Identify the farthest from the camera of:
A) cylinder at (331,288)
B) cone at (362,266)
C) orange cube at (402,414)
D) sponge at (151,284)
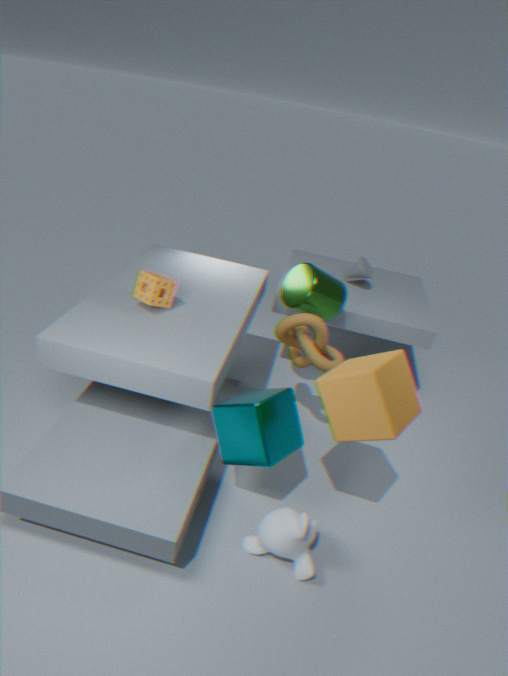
cone at (362,266)
